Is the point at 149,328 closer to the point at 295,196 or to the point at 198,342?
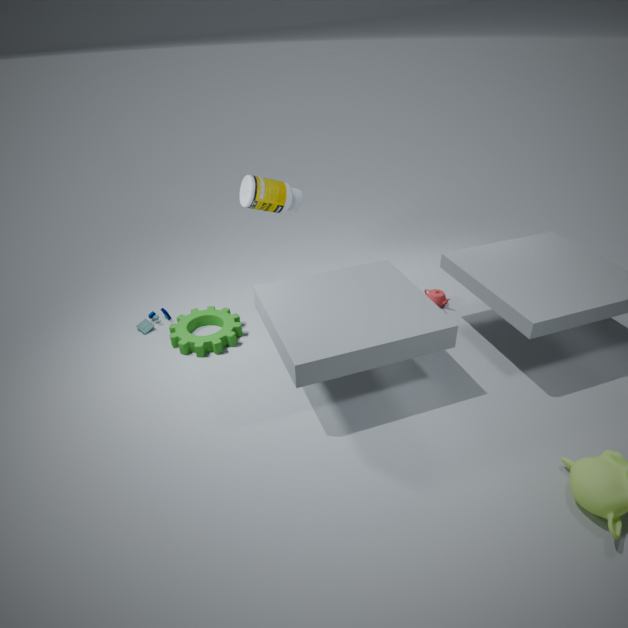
the point at 198,342
